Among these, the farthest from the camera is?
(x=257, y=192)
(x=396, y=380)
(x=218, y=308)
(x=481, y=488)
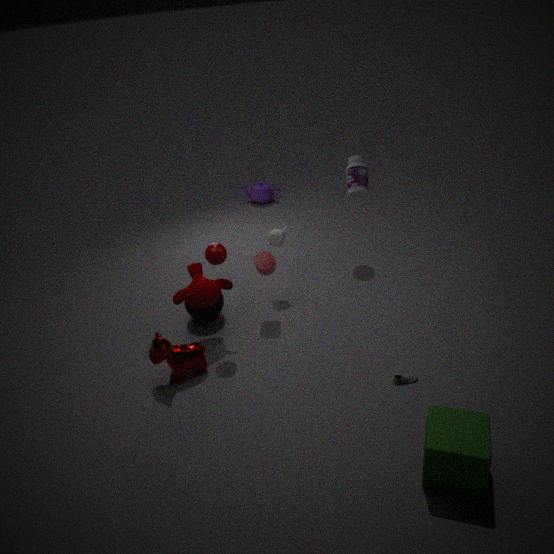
(x=257, y=192)
